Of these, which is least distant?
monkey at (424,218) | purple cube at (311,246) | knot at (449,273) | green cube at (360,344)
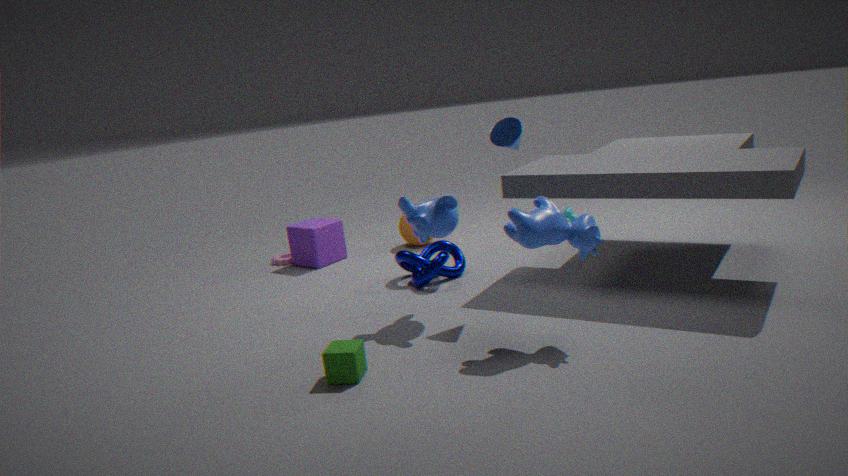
green cube at (360,344)
